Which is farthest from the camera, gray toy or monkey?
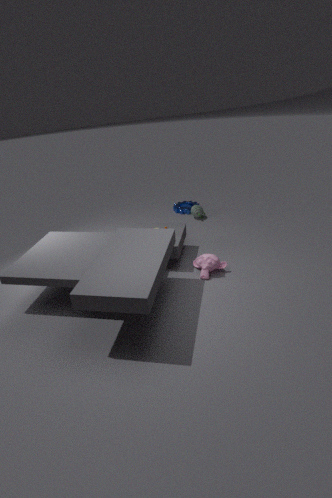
gray toy
